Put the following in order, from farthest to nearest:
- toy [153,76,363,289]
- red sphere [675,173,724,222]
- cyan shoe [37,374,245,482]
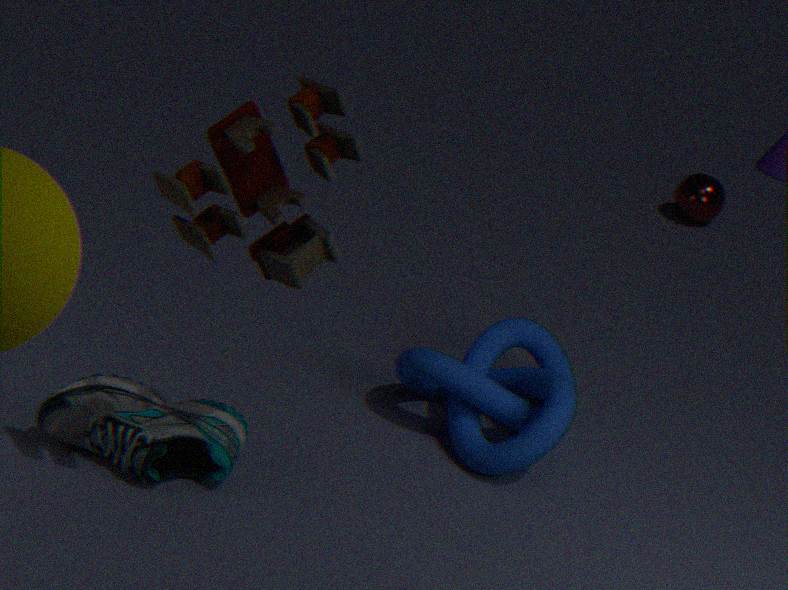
red sphere [675,173,724,222] < cyan shoe [37,374,245,482] < toy [153,76,363,289]
